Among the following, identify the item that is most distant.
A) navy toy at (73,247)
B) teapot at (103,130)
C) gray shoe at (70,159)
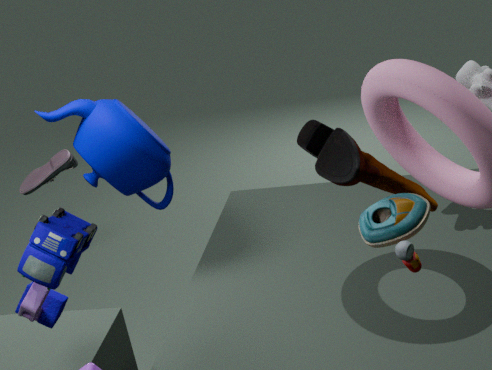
gray shoe at (70,159)
